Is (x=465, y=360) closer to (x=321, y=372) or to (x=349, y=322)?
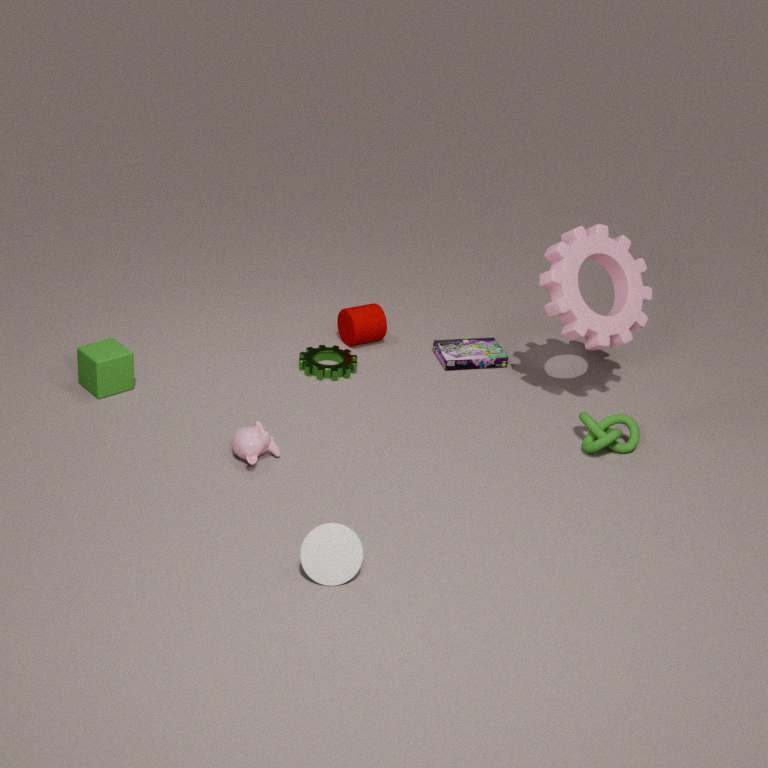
(x=349, y=322)
